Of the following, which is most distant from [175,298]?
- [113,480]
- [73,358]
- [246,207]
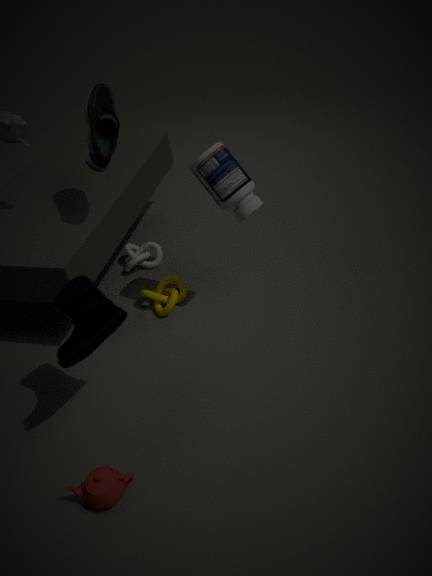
[113,480]
